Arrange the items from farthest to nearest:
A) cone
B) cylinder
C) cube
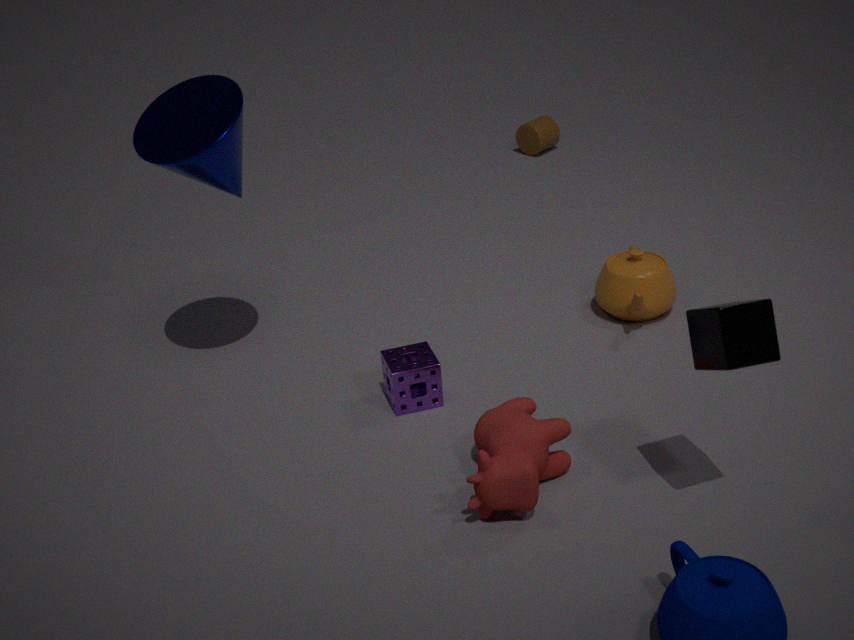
cylinder → cone → cube
